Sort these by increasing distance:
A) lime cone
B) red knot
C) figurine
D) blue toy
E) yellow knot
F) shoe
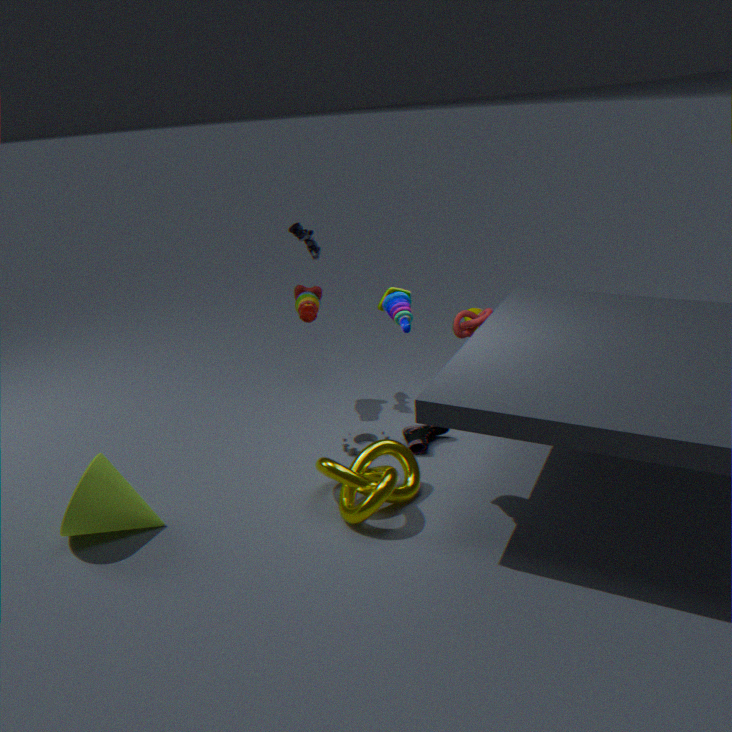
lime cone < yellow knot < blue toy < shoe < red knot < figurine
